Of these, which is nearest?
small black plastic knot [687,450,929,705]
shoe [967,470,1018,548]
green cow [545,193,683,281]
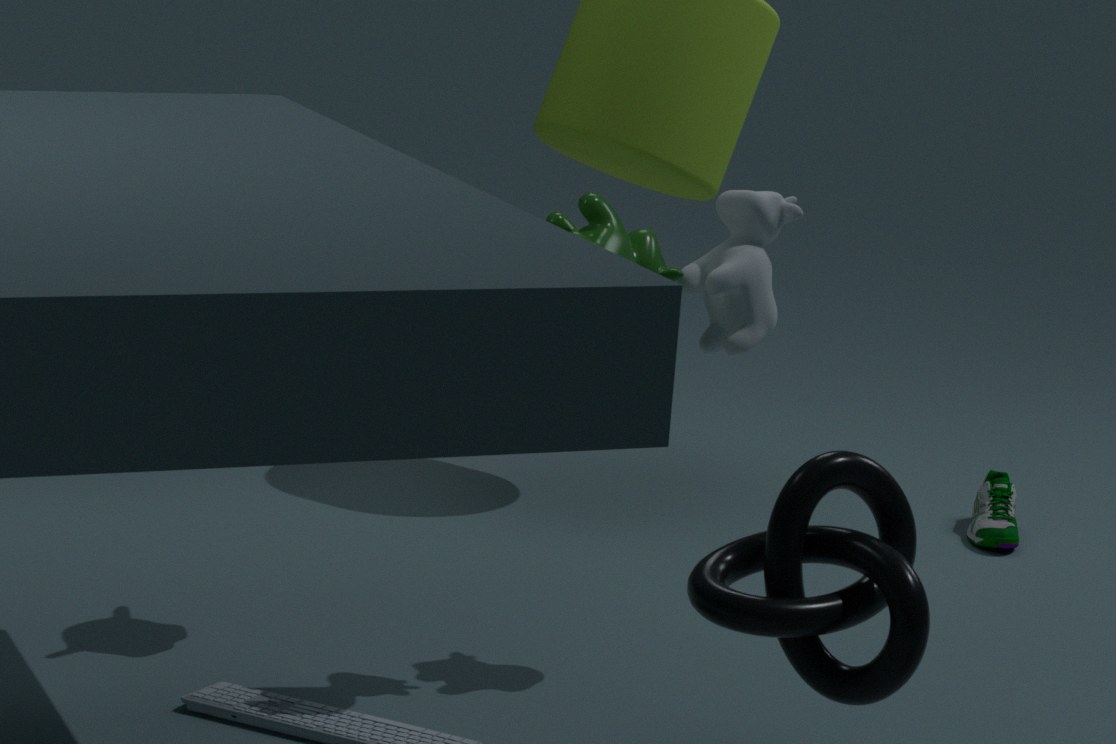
small black plastic knot [687,450,929,705]
